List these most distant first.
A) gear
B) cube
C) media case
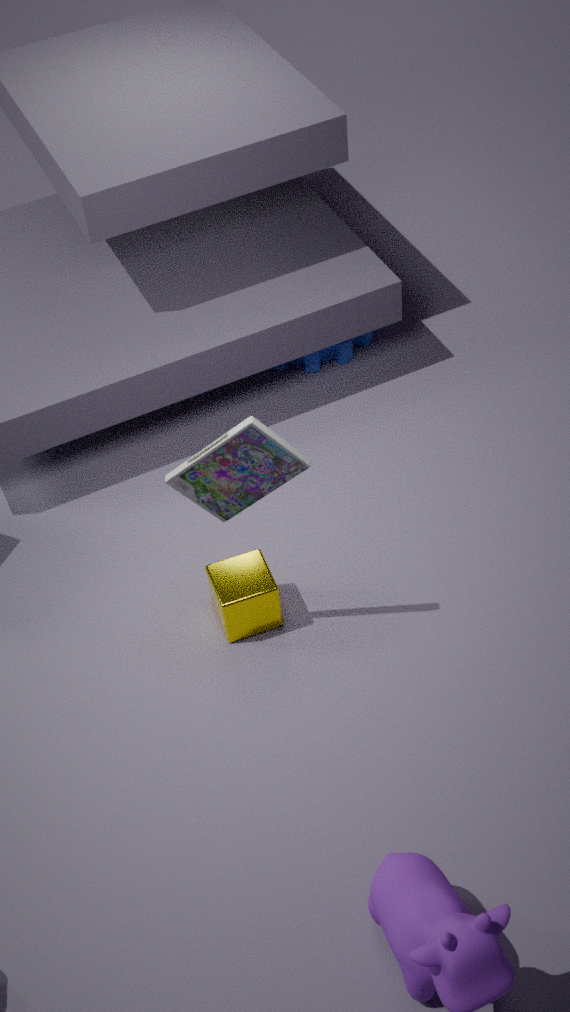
gear, cube, media case
